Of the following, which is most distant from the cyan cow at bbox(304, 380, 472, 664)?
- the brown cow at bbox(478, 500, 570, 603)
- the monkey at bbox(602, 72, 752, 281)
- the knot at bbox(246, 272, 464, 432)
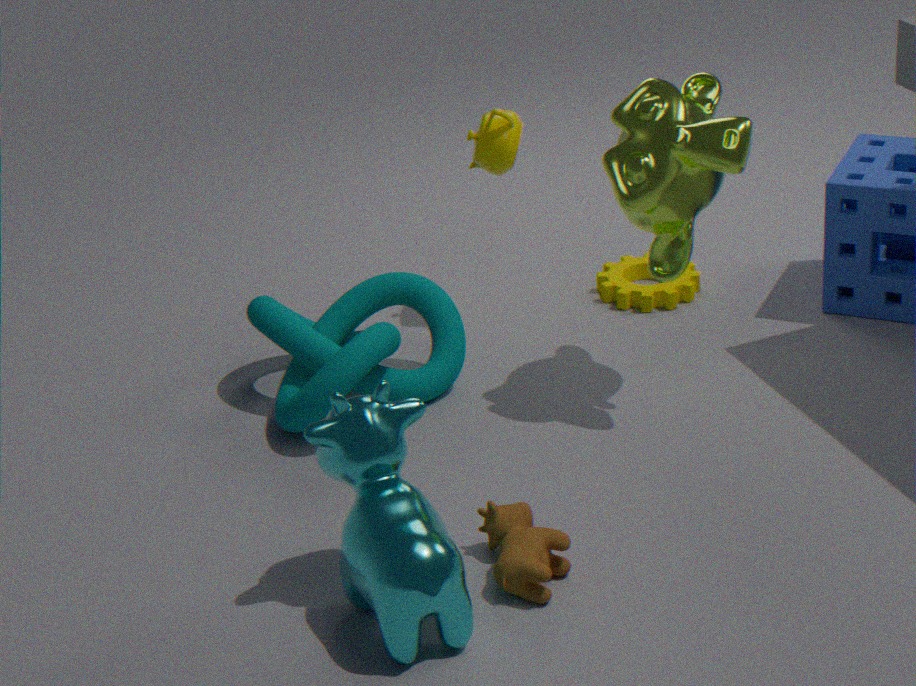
the monkey at bbox(602, 72, 752, 281)
